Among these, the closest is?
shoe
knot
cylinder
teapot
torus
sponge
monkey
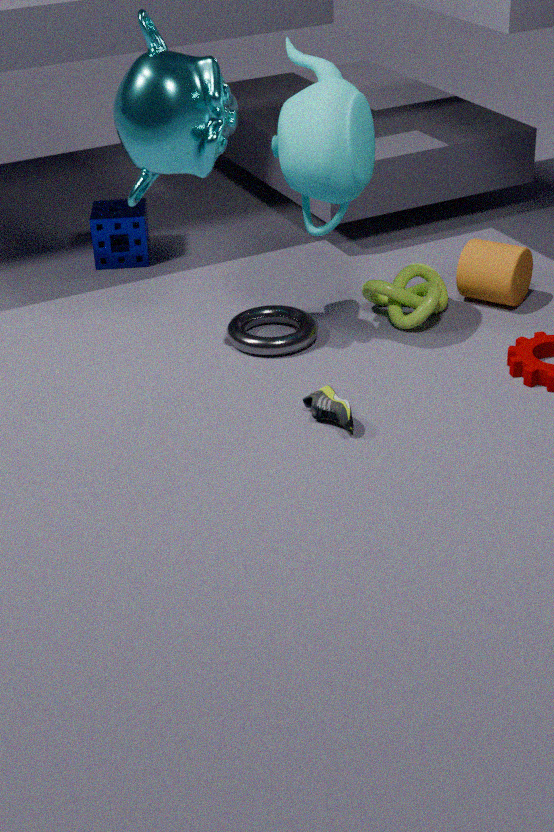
shoe
